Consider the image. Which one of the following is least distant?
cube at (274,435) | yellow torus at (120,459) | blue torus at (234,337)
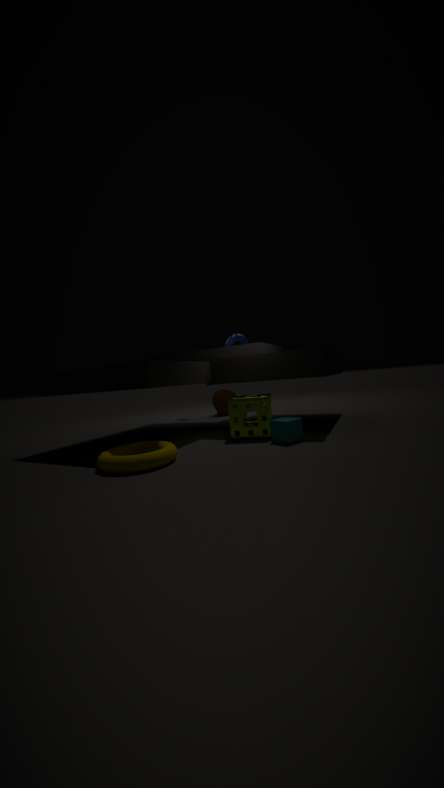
yellow torus at (120,459)
